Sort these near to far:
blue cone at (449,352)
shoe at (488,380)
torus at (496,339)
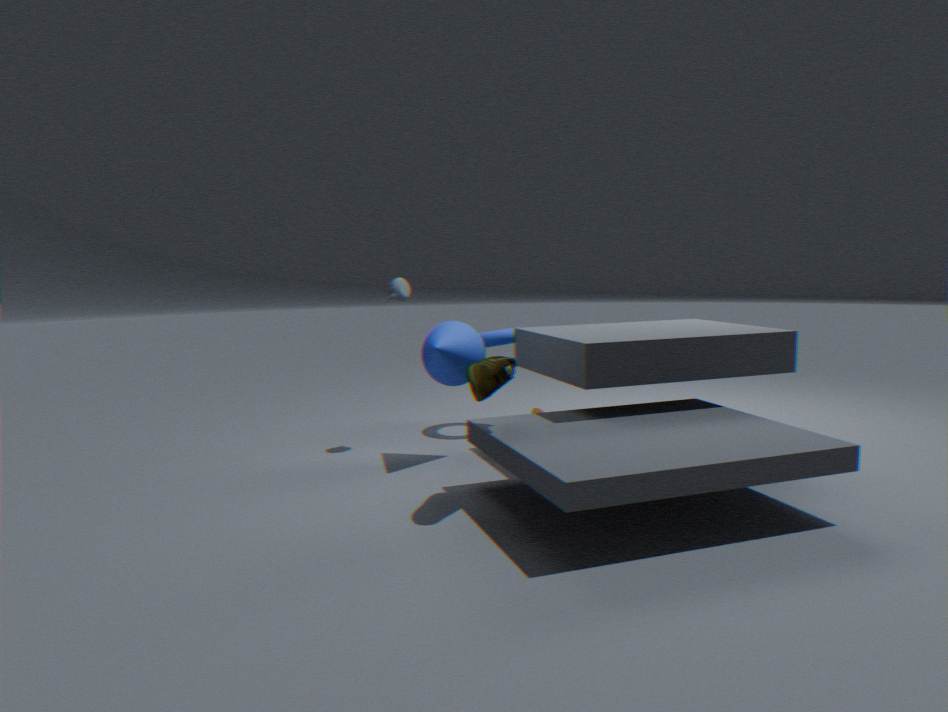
shoe at (488,380), blue cone at (449,352), torus at (496,339)
